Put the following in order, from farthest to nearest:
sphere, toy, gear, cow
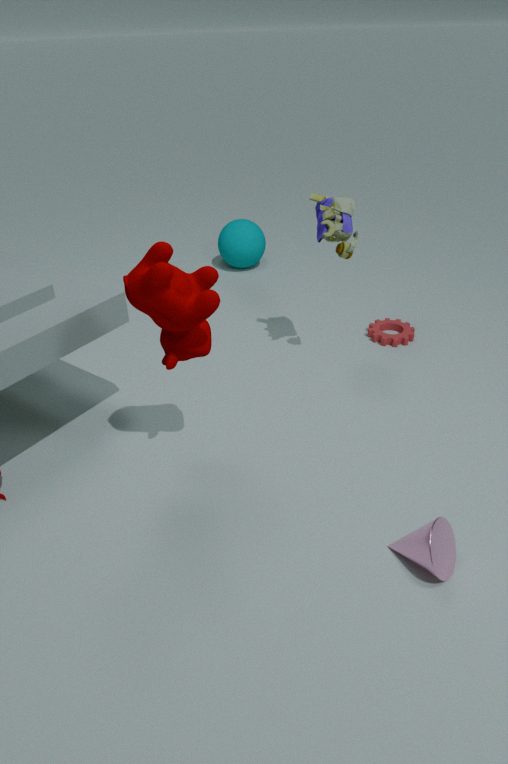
sphere
gear
toy
cow
